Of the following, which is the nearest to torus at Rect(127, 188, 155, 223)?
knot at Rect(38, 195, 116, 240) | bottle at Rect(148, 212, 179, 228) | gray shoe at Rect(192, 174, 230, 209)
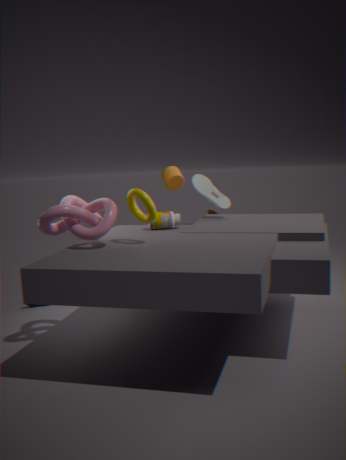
knot at Rect(38, 195, 116, 240)
